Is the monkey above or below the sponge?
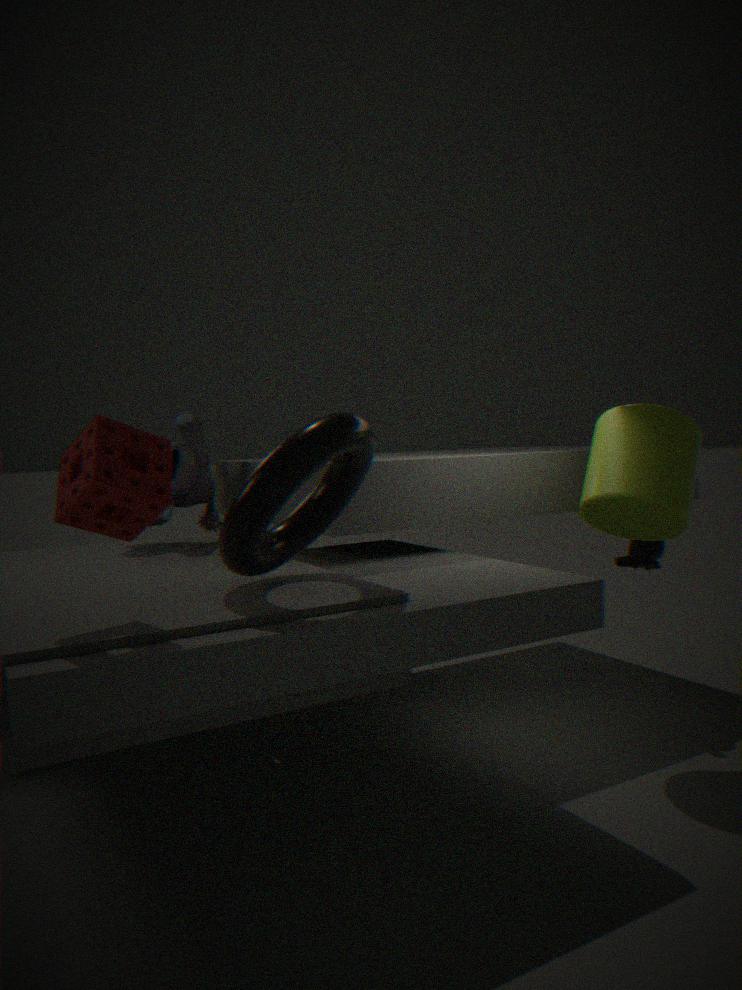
below
